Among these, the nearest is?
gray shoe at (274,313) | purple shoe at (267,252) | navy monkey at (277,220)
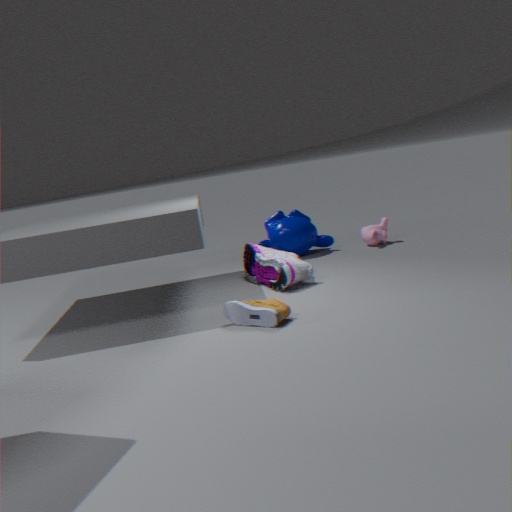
gray shoe at (274,313)
